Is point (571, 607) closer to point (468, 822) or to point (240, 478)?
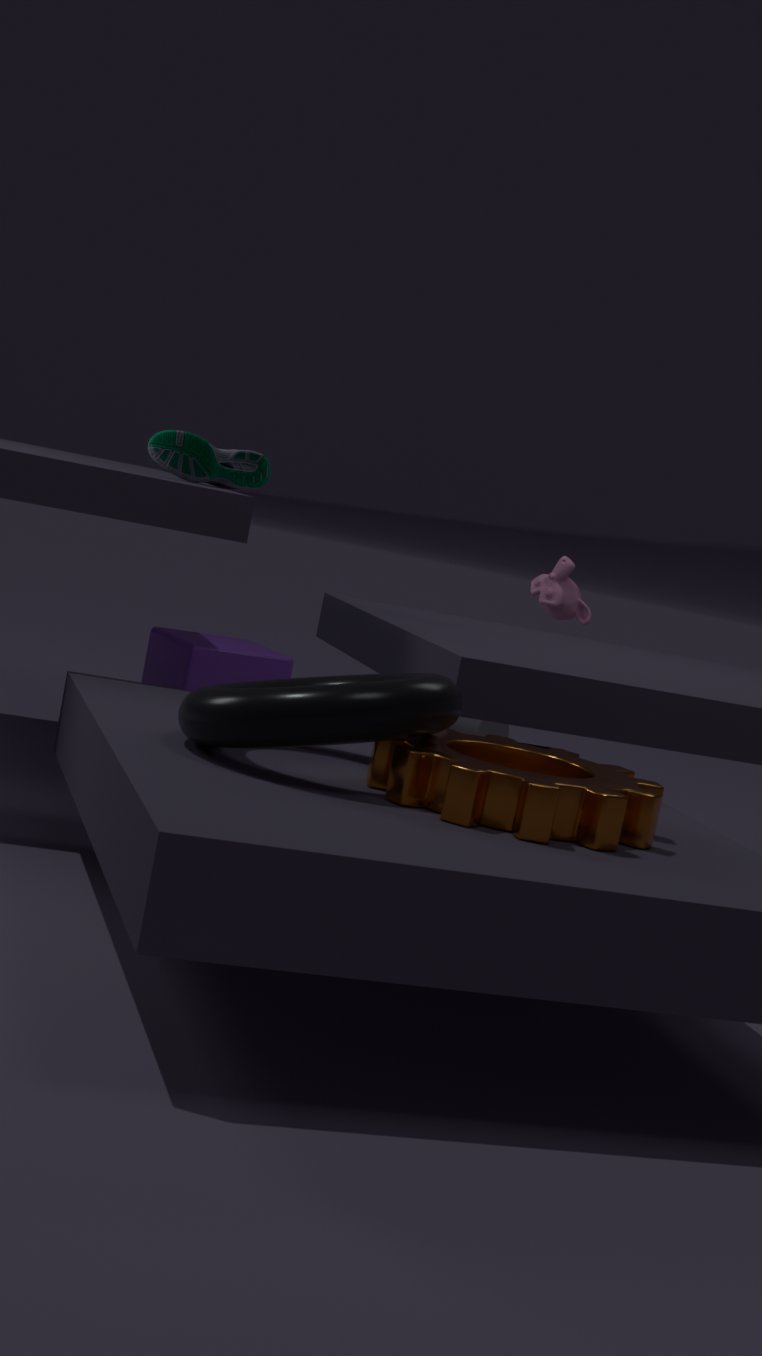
point (240, 478)
